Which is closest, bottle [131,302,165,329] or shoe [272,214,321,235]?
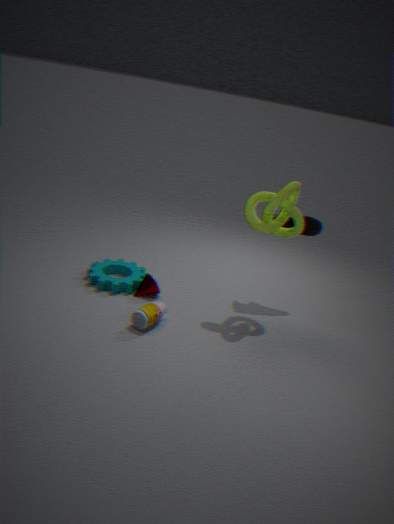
bottle [131,302,165,329]
